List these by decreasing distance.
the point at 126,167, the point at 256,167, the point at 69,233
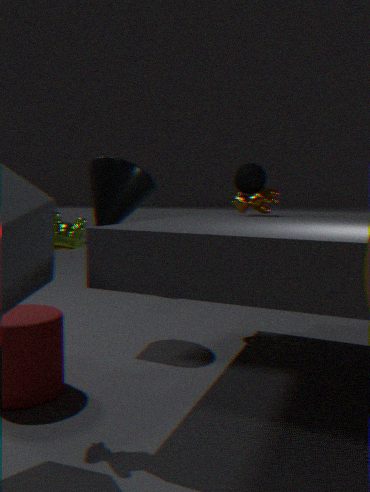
the point at 256,167 < the point at 126,167 < the point at 69,233
